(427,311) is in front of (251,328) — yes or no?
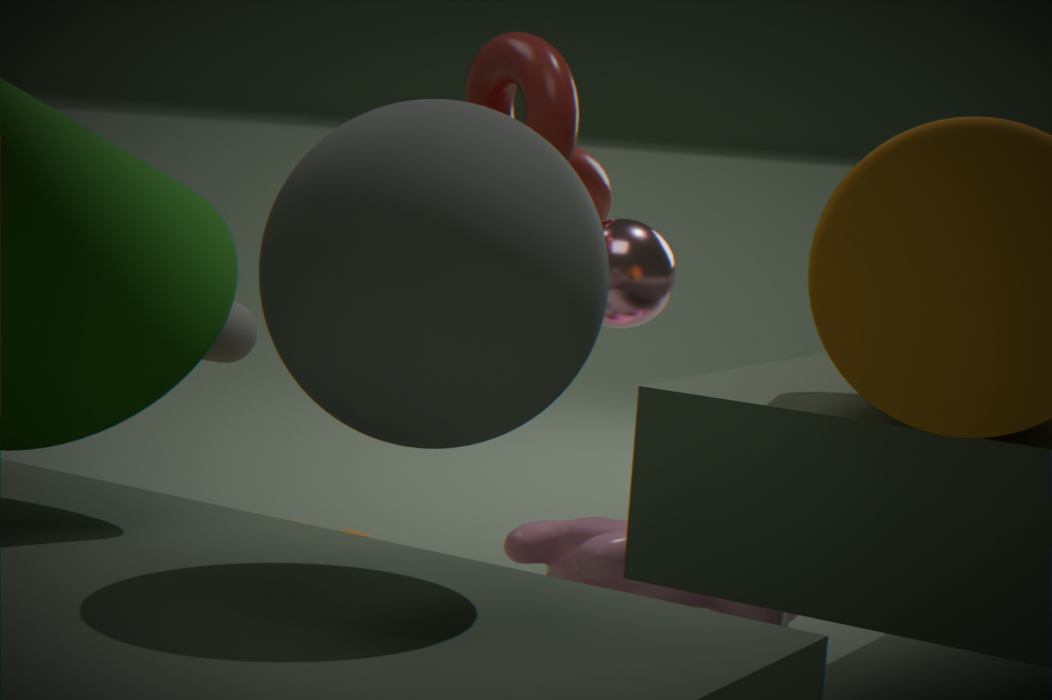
Yes
